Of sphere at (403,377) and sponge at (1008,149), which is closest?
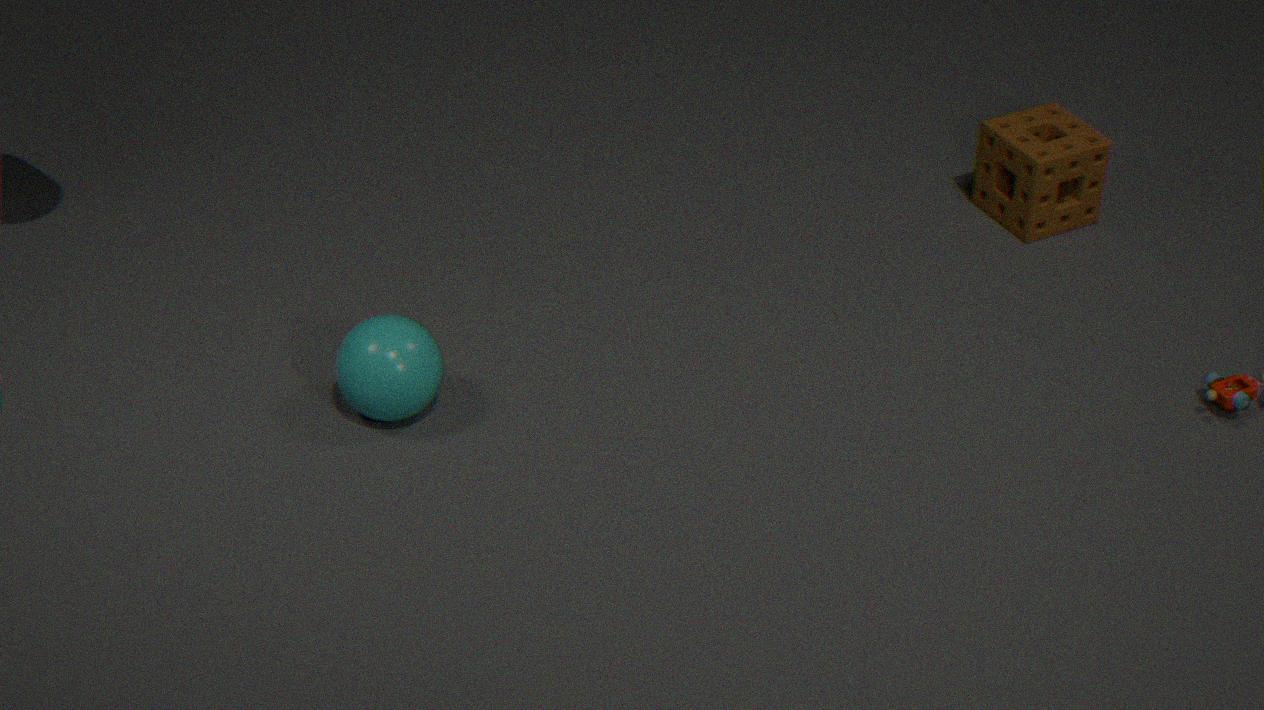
sphere at (403,377)
